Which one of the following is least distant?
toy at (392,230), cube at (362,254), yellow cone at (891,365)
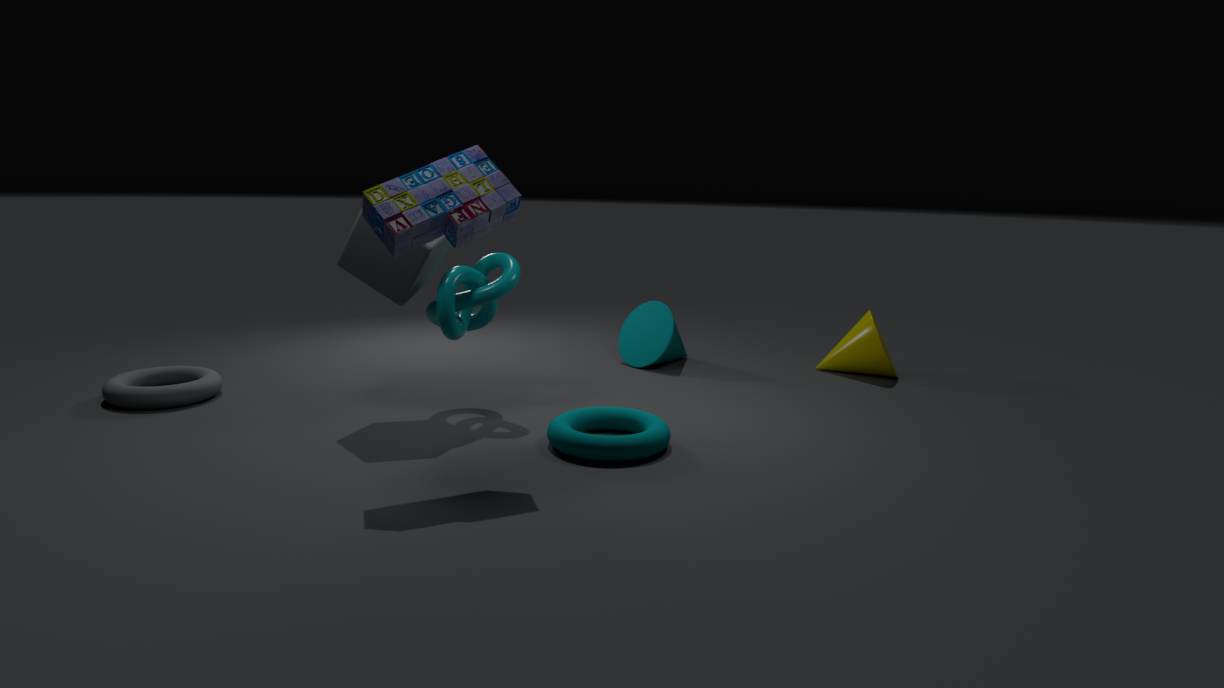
toy at (392,230)
